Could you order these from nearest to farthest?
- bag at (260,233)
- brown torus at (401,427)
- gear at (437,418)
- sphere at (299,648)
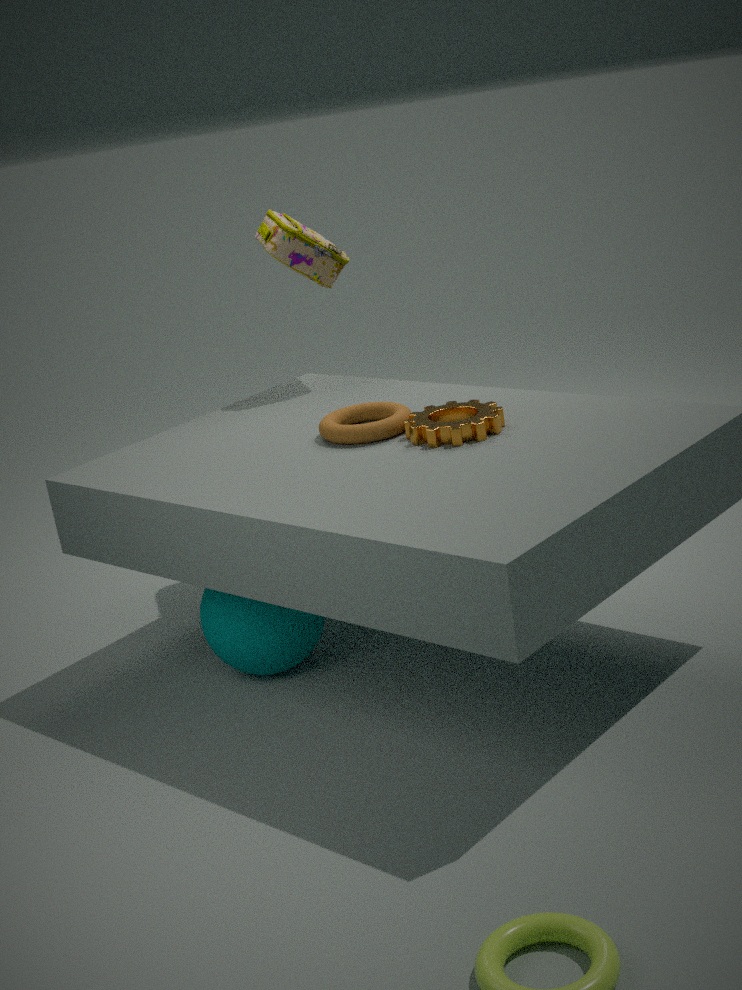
gear at (437,418) < sphere at (299,648) < brown torus at (401,427) < bag at (260,233)
